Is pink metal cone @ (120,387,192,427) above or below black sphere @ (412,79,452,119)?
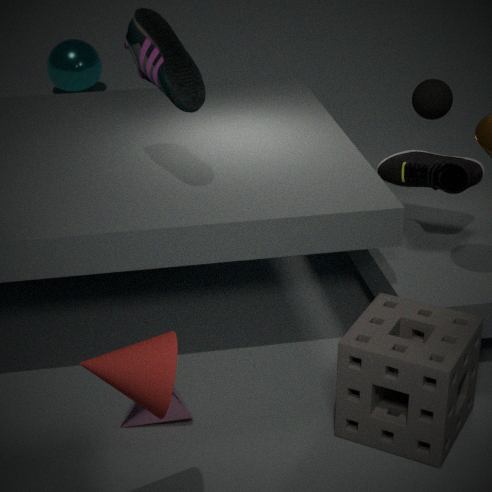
below
